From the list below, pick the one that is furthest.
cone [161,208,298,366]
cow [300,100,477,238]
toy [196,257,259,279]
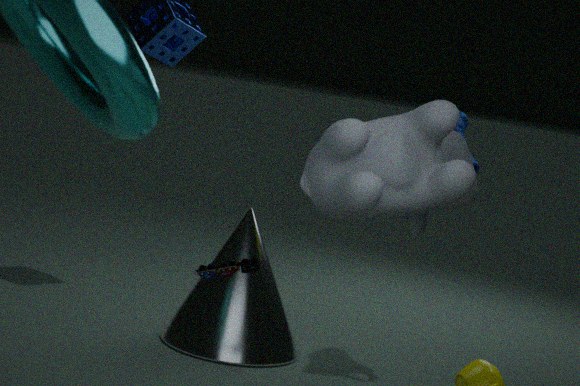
cone [161,208,298,366]
